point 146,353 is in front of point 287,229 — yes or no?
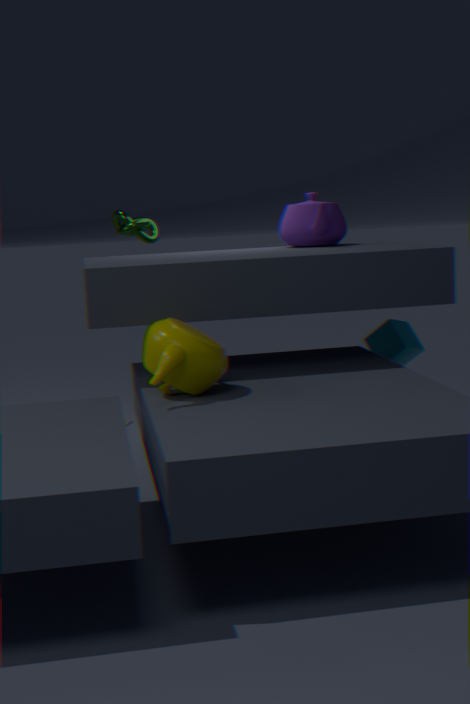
Yes
